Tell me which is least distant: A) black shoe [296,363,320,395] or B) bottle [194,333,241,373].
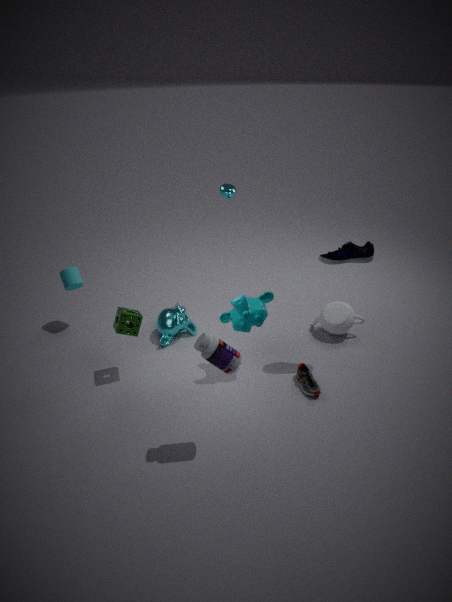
B. bottle [194,333,241,373]
